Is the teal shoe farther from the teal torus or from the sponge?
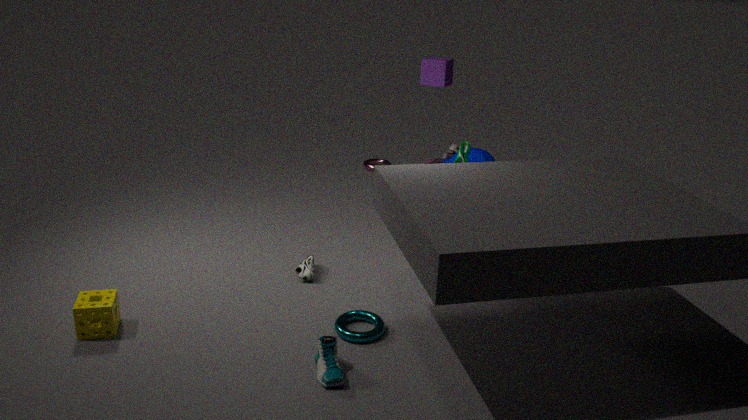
the sponge
